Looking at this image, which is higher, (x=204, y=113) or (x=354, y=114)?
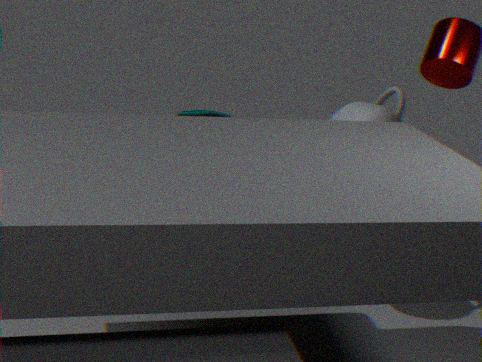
(x=354, y=114)
